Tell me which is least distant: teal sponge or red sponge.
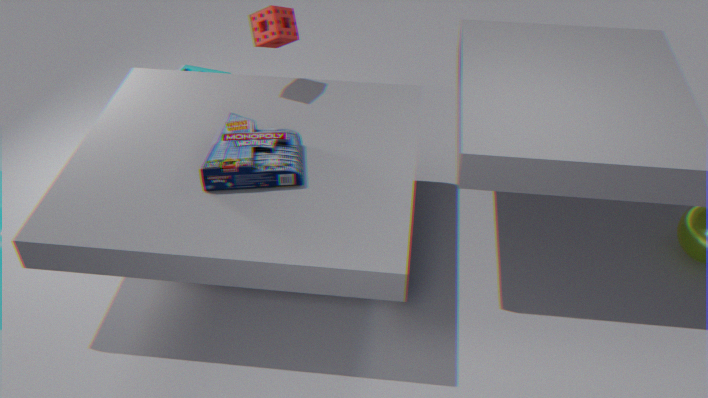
red sponge
